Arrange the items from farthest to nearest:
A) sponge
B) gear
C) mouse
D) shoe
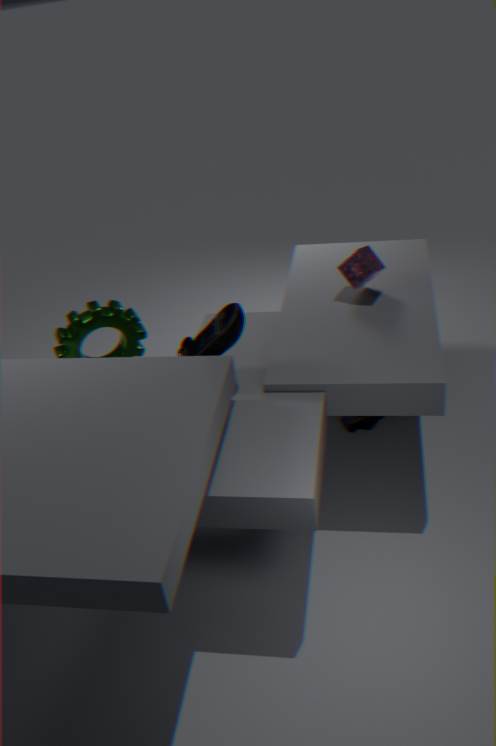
shoe
sponge
gear
mouse
